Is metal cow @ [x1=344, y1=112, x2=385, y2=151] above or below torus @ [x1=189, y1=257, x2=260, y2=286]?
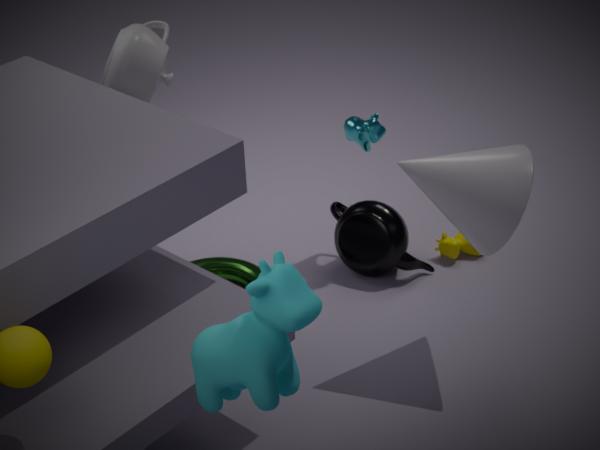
above
